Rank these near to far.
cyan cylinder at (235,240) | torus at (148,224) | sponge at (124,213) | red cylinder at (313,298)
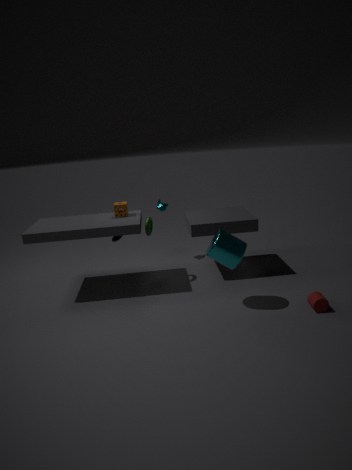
red cylinder at (313,298), cyan cylinder at (235,240), torus at (148,224), sponge at (124,213)
